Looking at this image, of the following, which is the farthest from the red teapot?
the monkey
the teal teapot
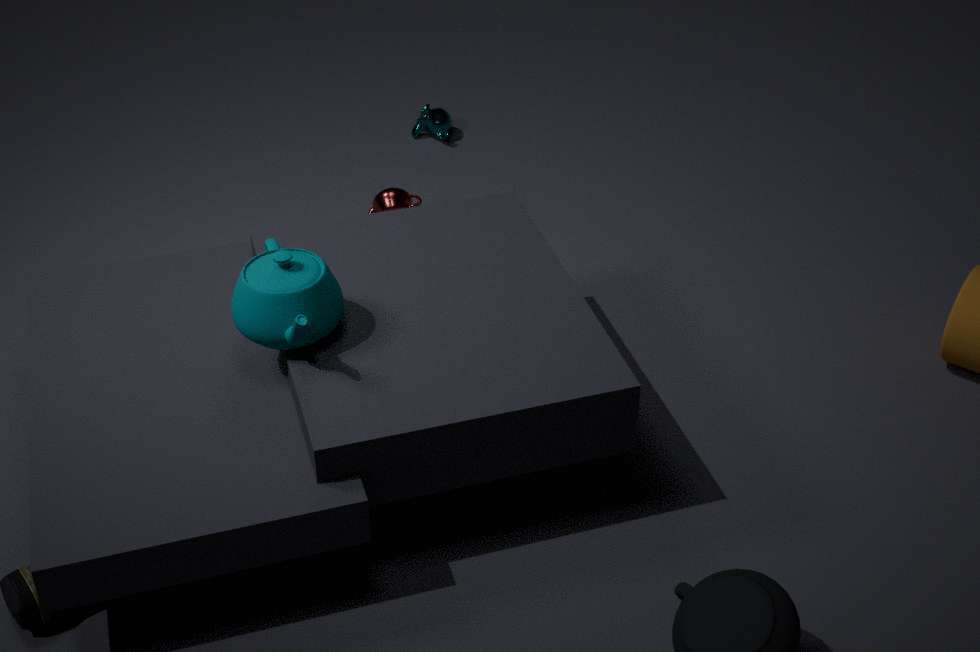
the teal teapot
